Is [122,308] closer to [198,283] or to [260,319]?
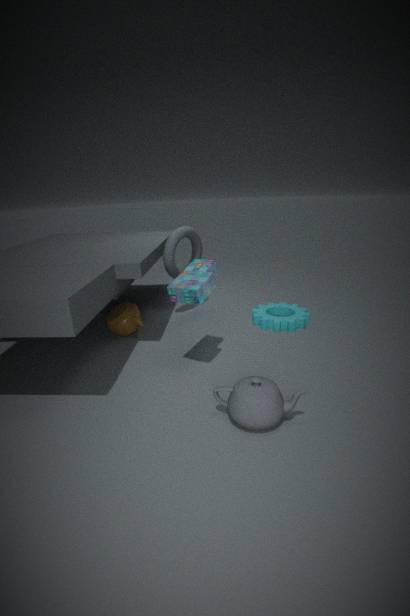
[198,283]
